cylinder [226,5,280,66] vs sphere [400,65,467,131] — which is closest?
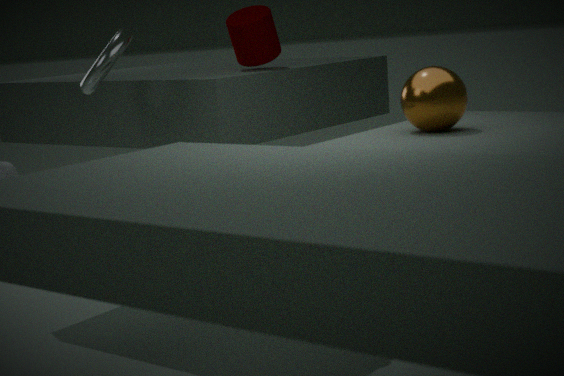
sphere [400,65,467,131]
